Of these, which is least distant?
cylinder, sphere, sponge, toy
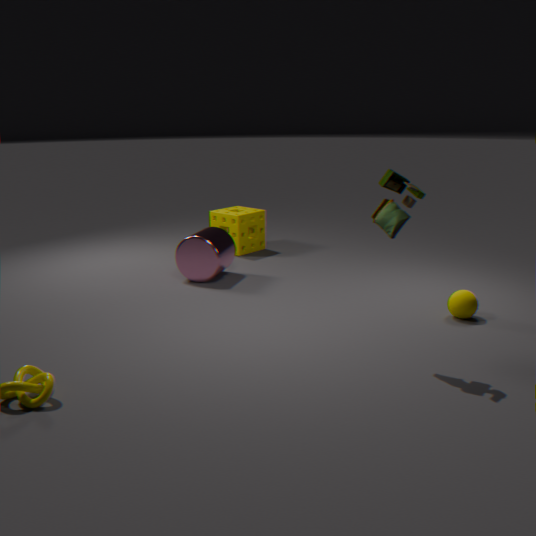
toy
